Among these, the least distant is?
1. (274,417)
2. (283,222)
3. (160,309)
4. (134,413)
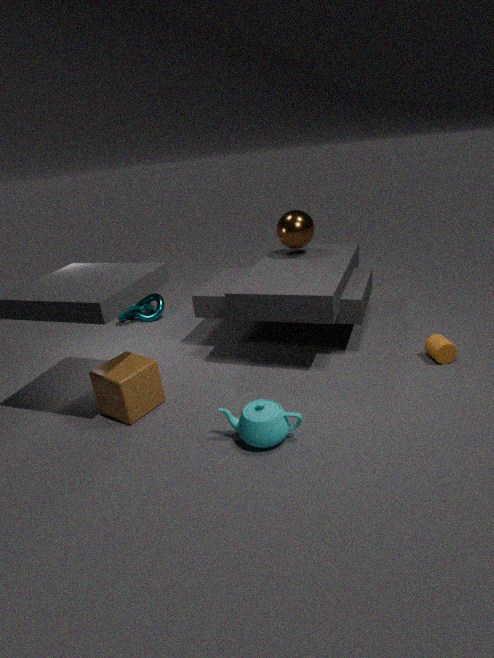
(274,417)
